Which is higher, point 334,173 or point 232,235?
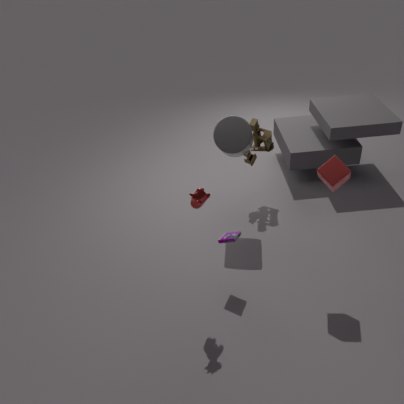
point 334,173
